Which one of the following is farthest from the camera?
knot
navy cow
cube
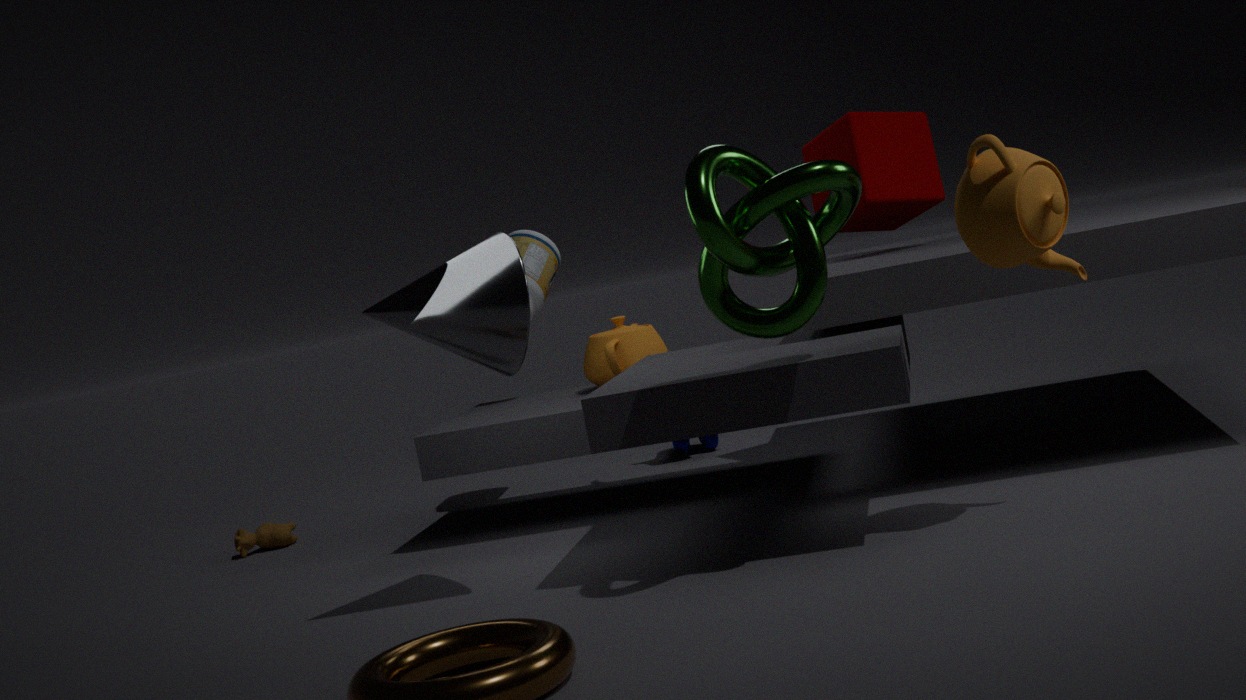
navy cow
